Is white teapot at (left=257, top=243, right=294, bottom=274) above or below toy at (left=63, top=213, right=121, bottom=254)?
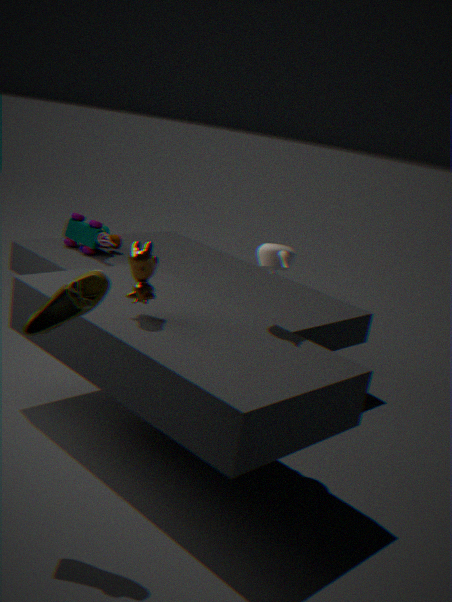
above
